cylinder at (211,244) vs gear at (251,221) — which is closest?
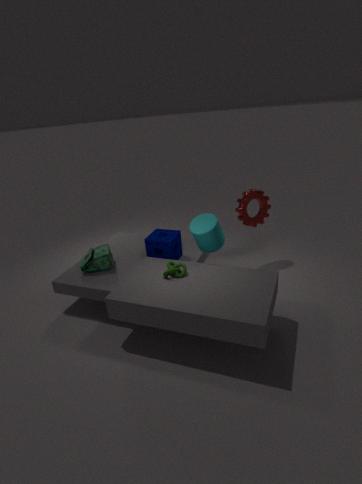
cylinder at (211,244)
